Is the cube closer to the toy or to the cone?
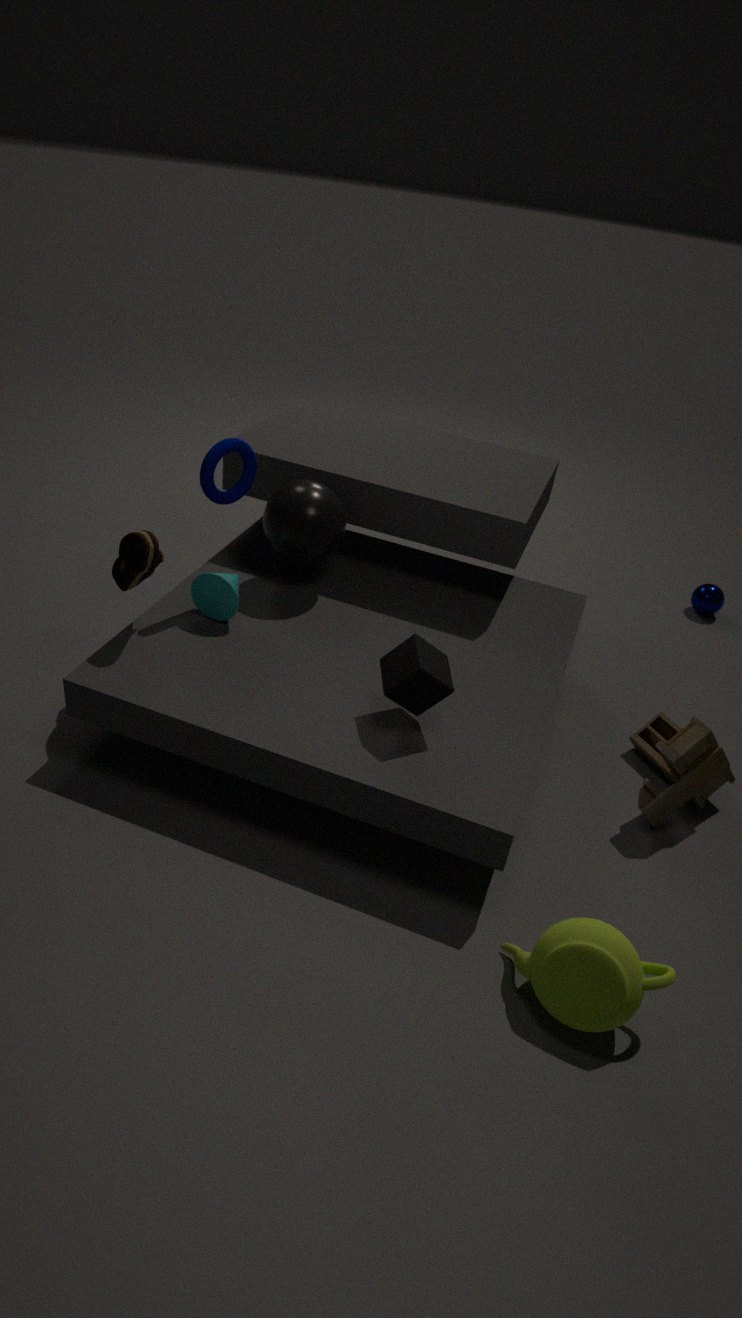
the cone
